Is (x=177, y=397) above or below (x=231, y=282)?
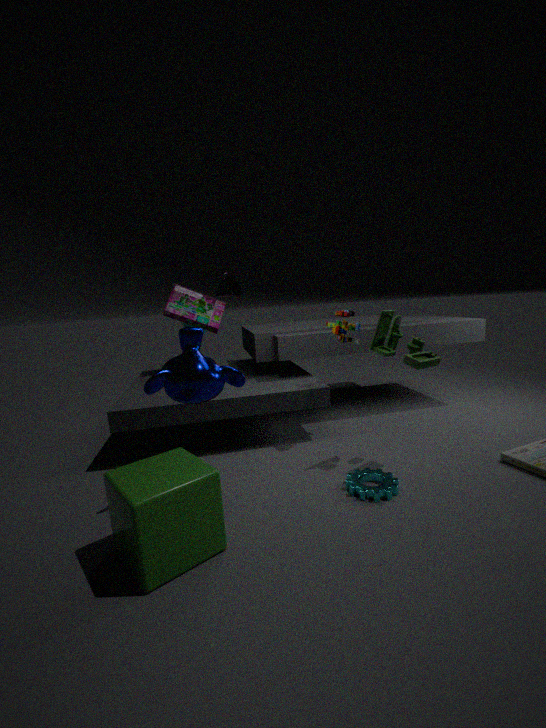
below
